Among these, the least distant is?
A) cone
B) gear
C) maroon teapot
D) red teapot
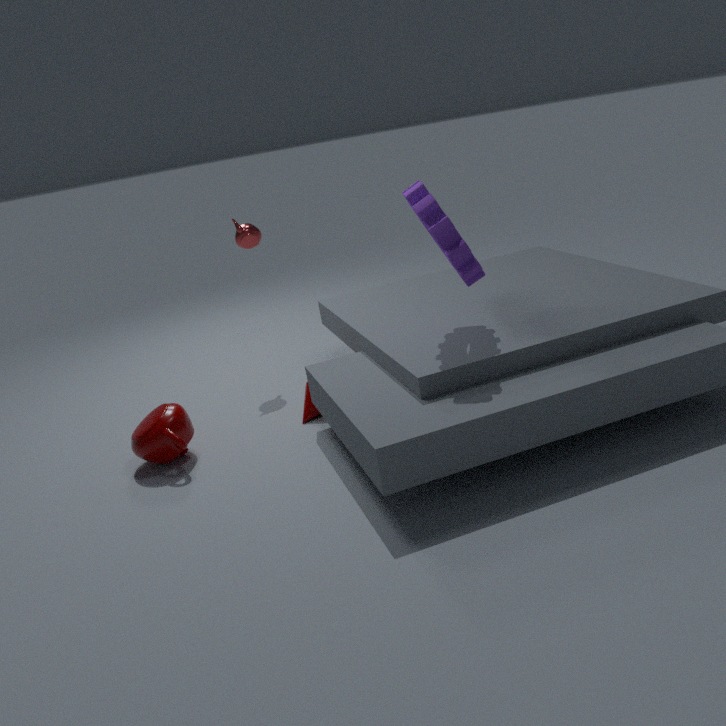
gear
